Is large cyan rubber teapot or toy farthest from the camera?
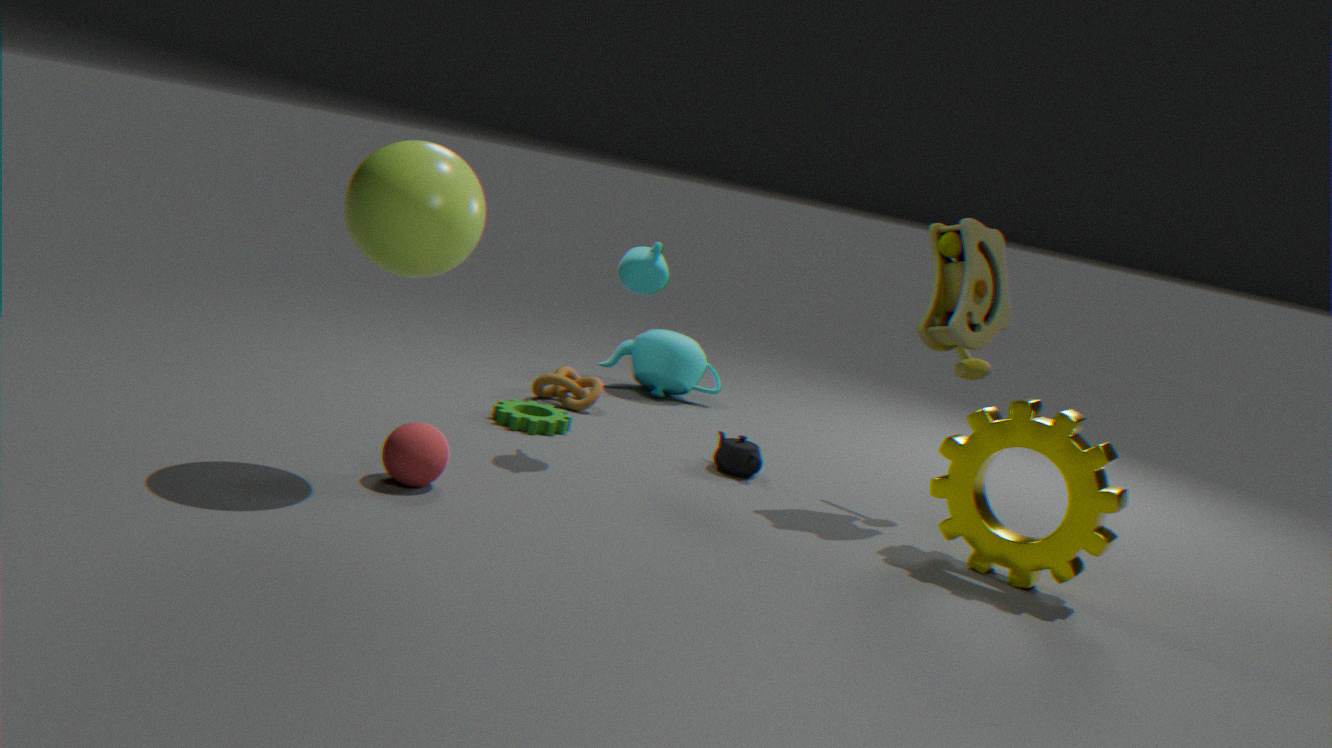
large cyan rubber teapot
